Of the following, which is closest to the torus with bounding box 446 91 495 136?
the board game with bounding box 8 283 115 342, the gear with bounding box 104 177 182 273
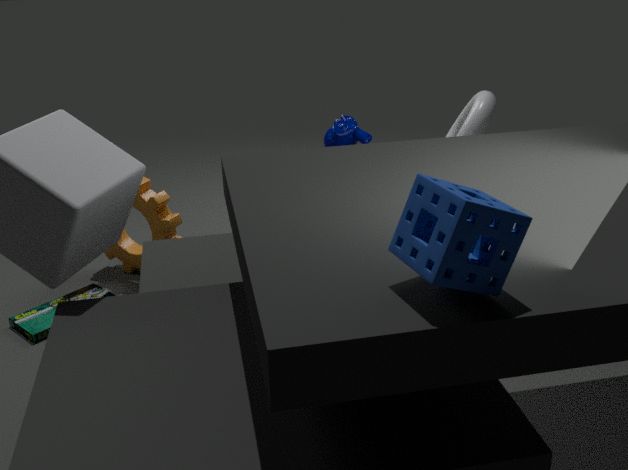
the gear with bounding box 104 177 182 273
